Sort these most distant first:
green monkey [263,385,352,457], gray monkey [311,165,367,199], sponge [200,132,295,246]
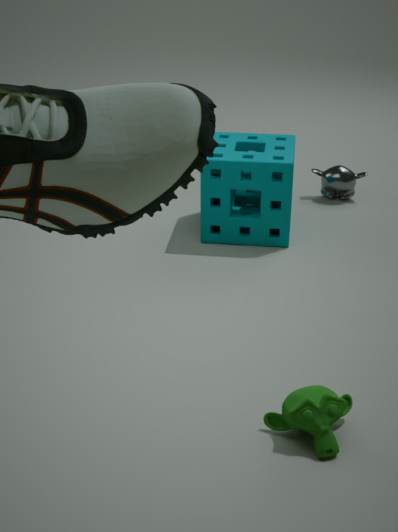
gray monkey [311,165,367,199] → sponge [200,132,295,246] → green monkey [263,385,352,457]
